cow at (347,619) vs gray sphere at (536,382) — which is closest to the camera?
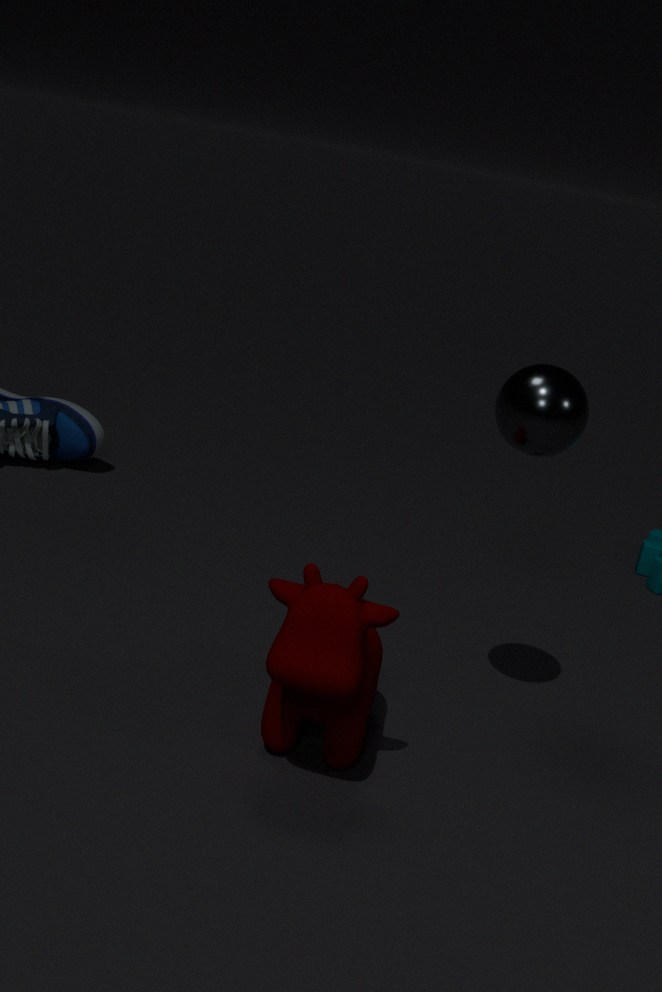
cow at (347,619)
